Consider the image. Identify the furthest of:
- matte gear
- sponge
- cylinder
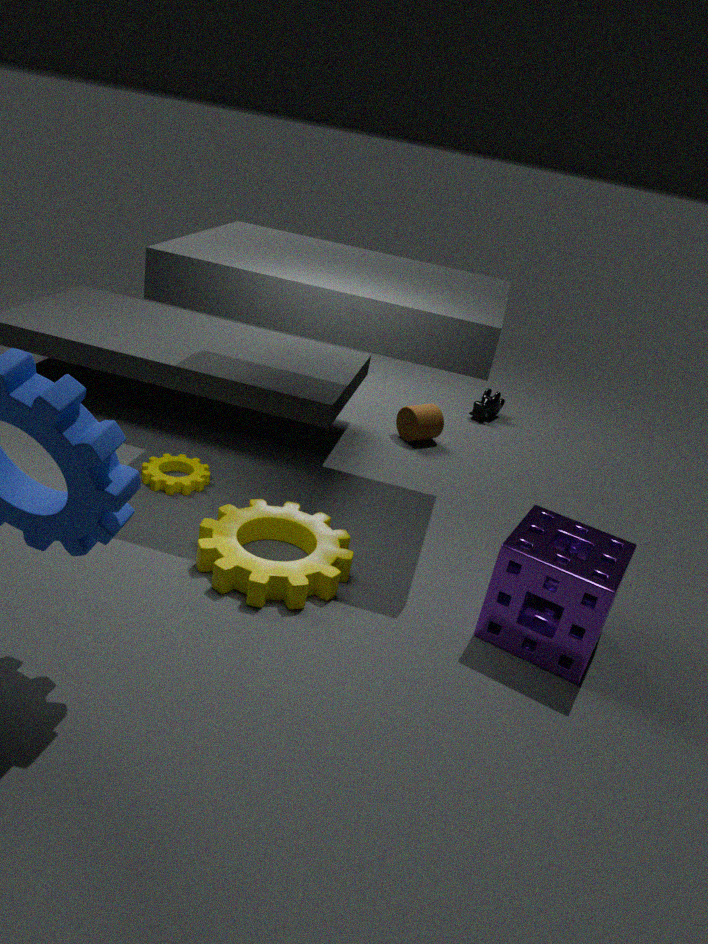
cylinder
